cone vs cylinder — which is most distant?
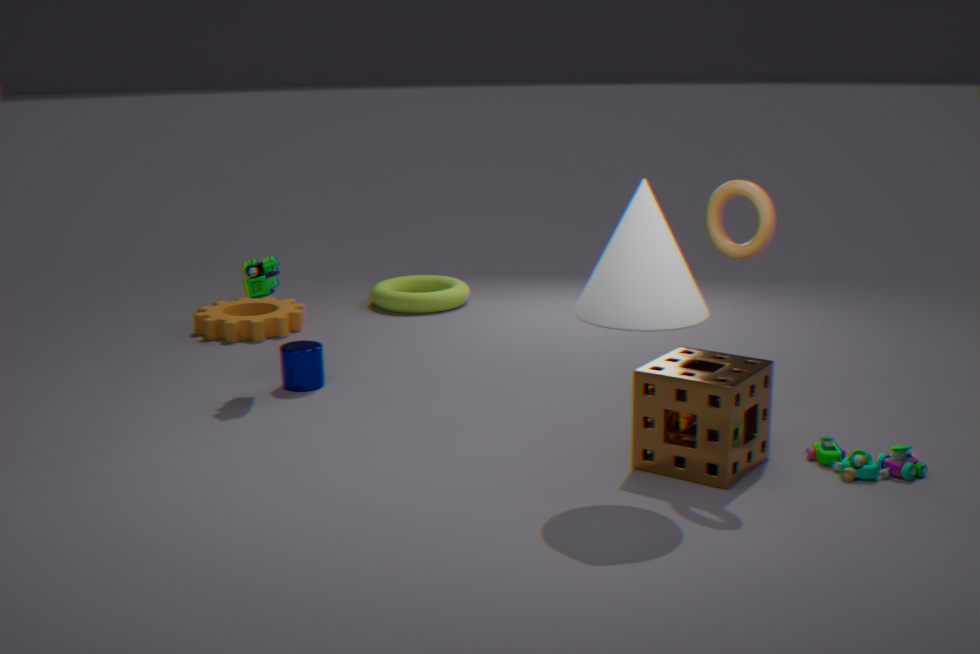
cylinder
